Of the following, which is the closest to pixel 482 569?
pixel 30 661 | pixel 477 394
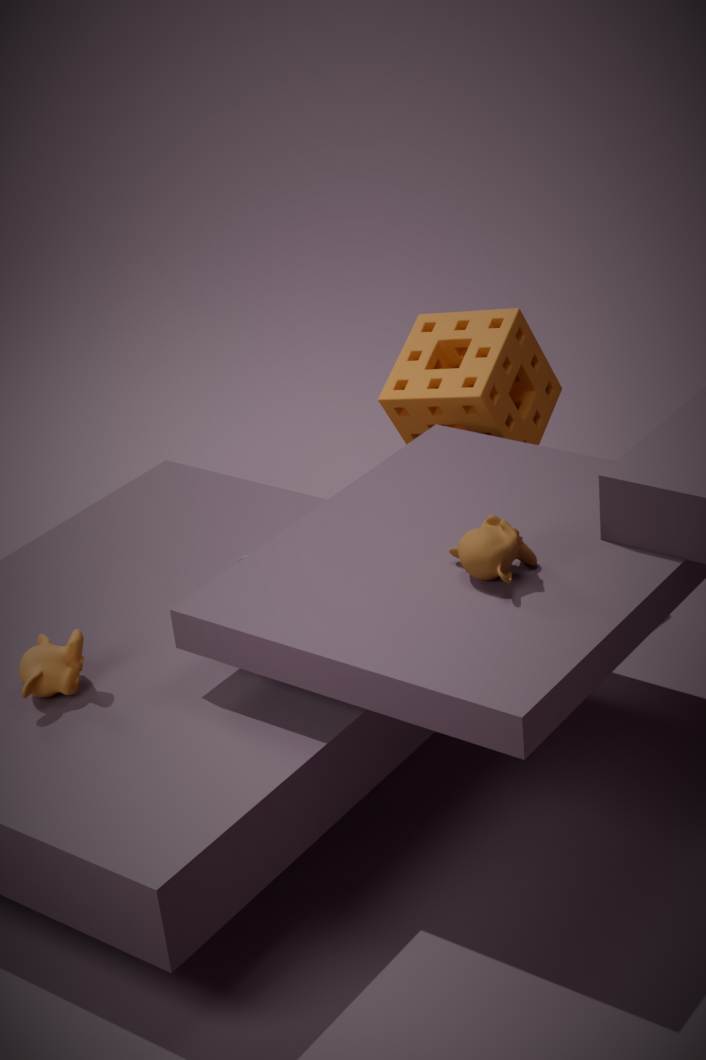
pixel 30 661
